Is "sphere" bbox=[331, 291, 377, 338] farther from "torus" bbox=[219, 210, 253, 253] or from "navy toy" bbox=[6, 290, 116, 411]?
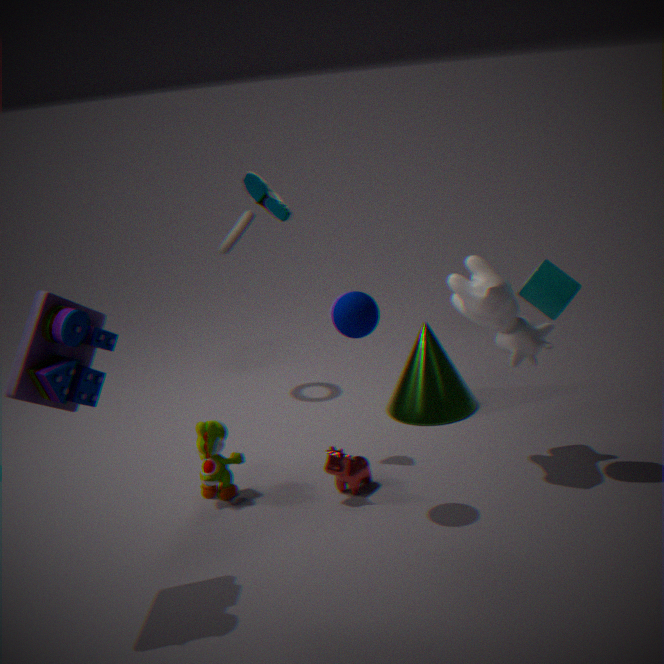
"torus" bbox=[219, 210, 253, 253]
